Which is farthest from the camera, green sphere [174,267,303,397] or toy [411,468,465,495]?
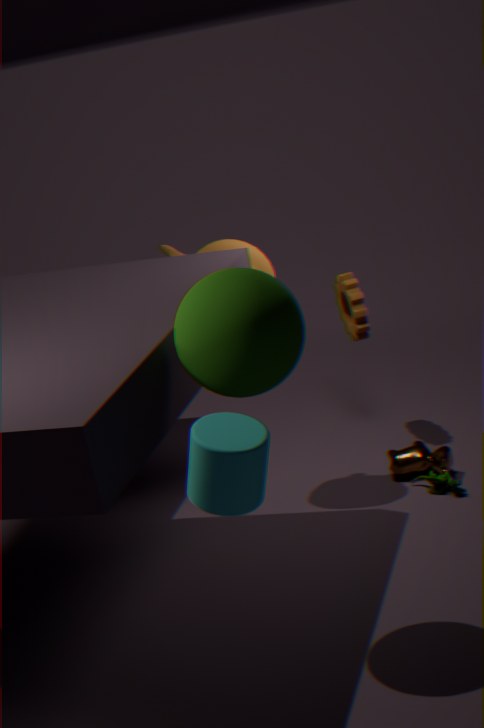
toy [411,468,465,495]
